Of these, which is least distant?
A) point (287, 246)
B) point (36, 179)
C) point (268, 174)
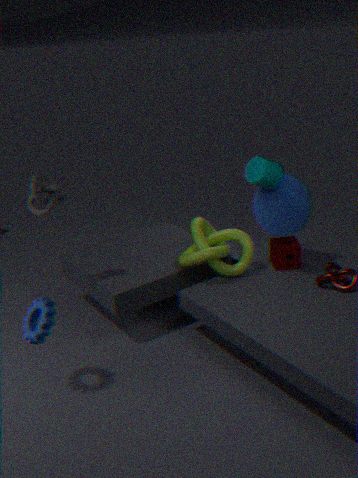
point (36, 179)
